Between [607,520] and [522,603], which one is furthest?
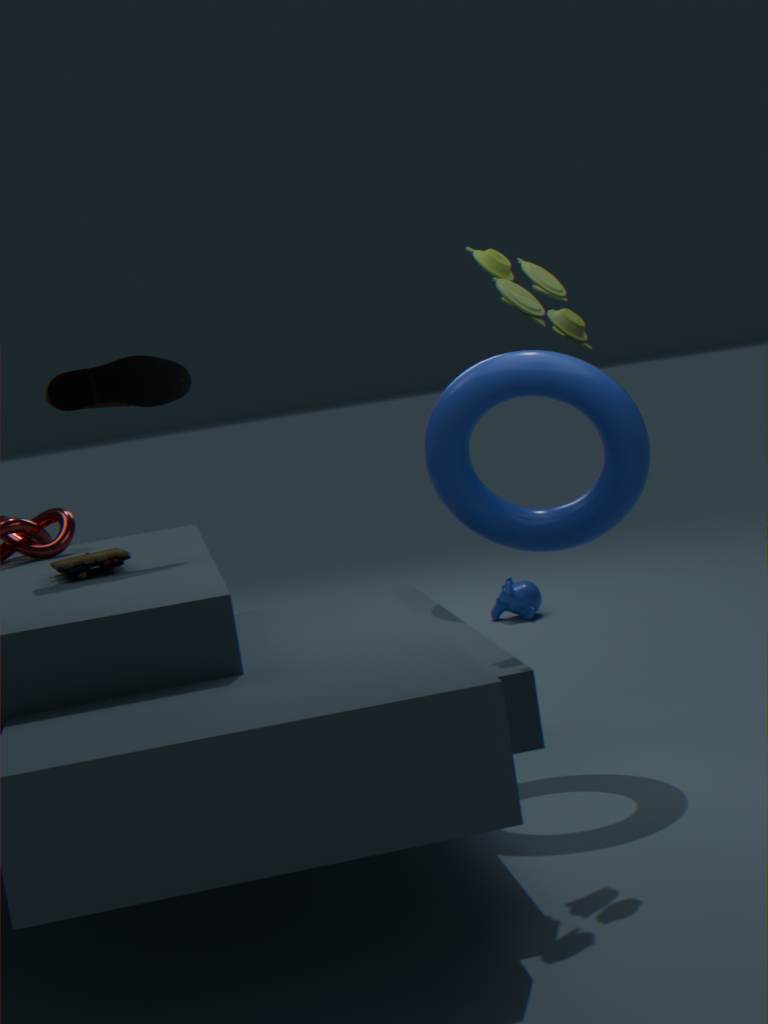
[522,603]
